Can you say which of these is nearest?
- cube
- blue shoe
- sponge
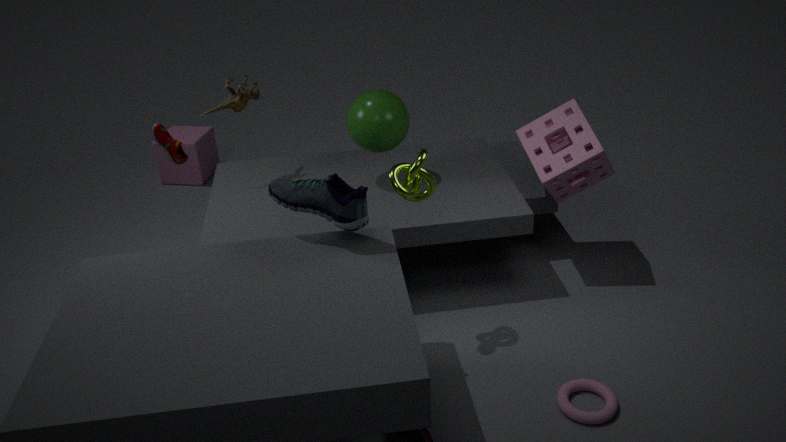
blue shoe
